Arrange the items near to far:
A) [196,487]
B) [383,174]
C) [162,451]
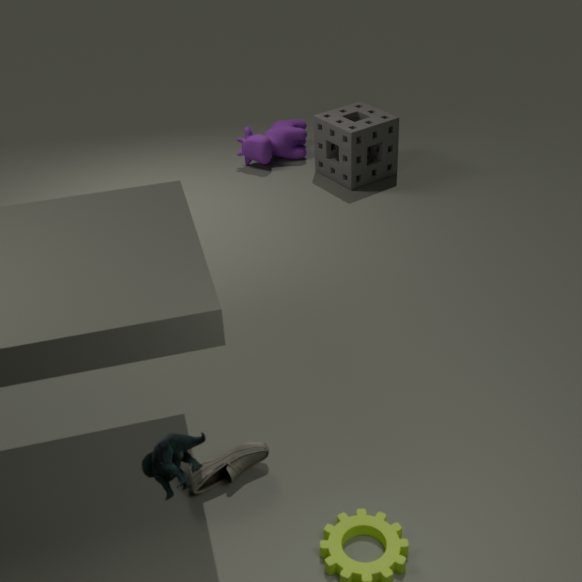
[162,451] < [196,487] < [383,174]
